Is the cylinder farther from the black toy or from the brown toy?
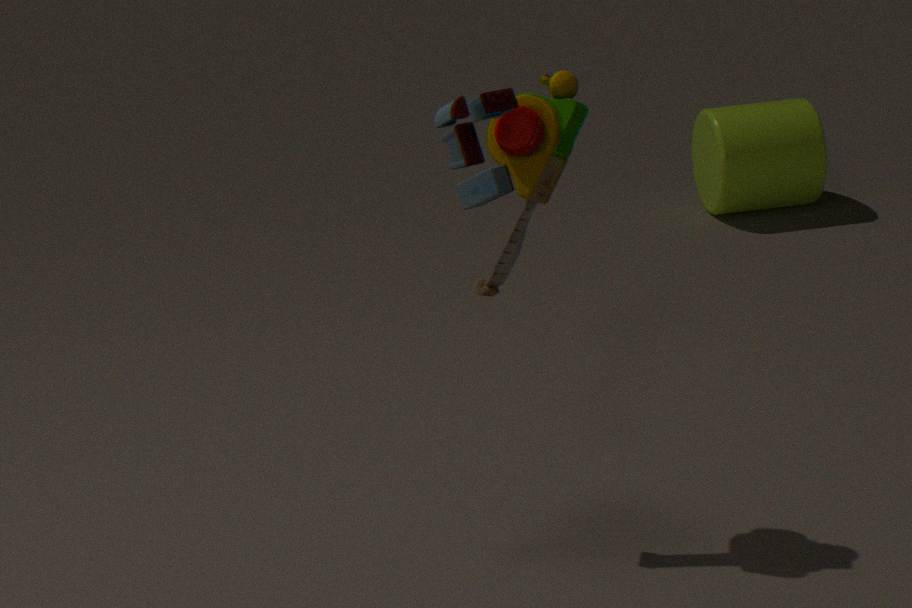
the black toy
